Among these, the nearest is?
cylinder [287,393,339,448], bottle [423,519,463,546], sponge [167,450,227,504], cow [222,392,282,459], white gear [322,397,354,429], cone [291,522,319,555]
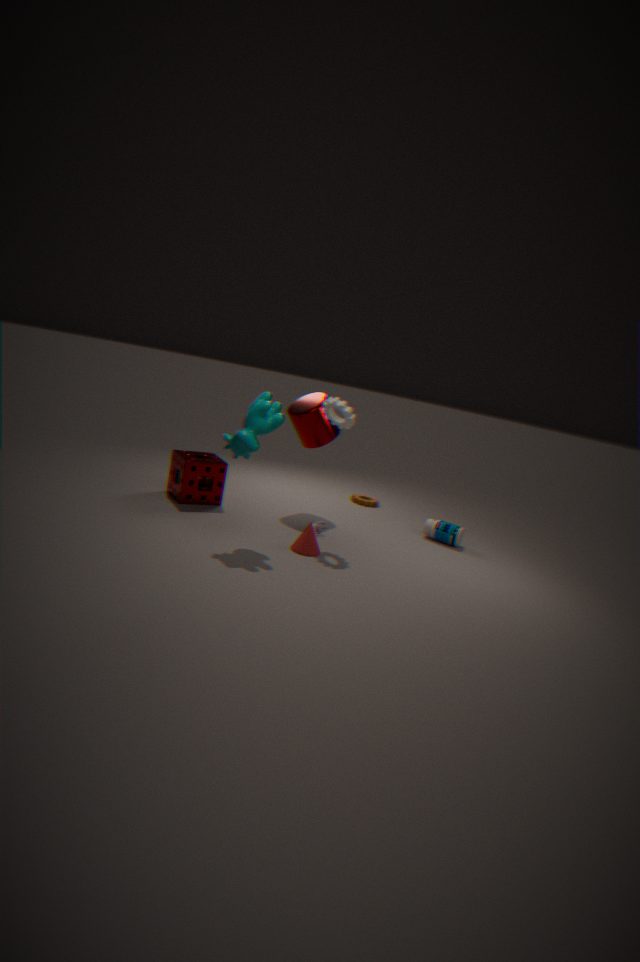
cow [222,392,282,459]
